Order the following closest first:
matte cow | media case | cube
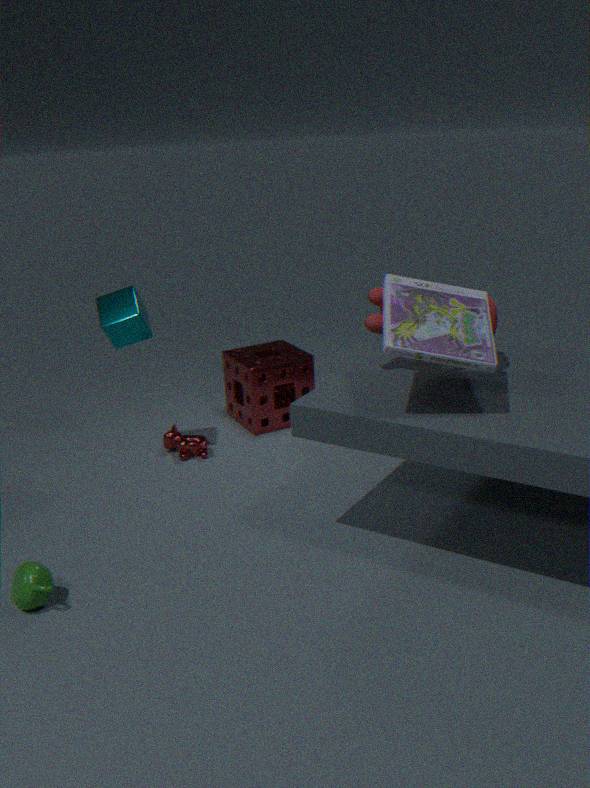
media case
matte cow
cube
